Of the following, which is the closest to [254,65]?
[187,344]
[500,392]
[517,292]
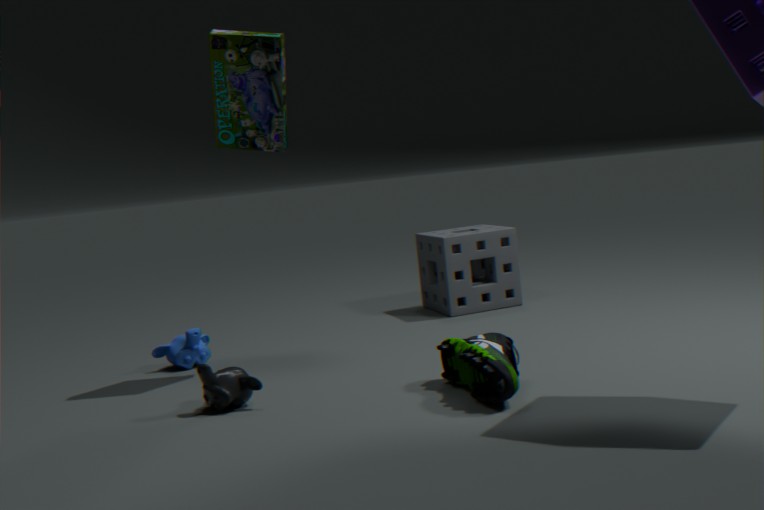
[187,344]
